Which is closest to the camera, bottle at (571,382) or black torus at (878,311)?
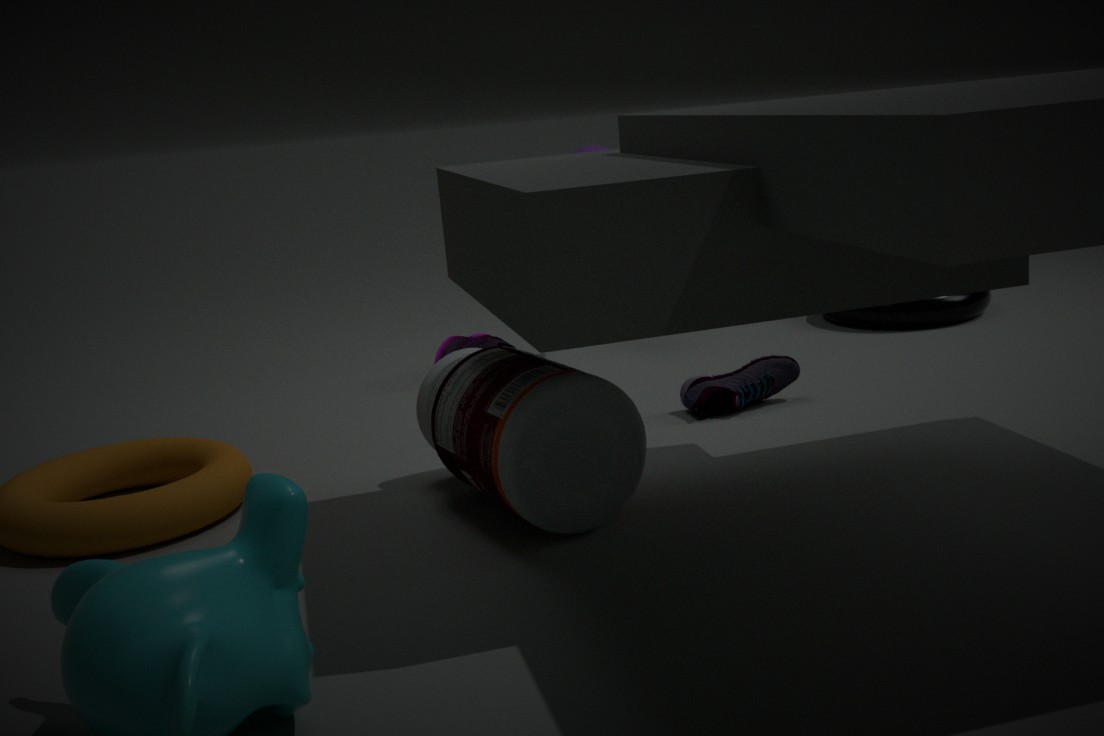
bottle at (571,382)
